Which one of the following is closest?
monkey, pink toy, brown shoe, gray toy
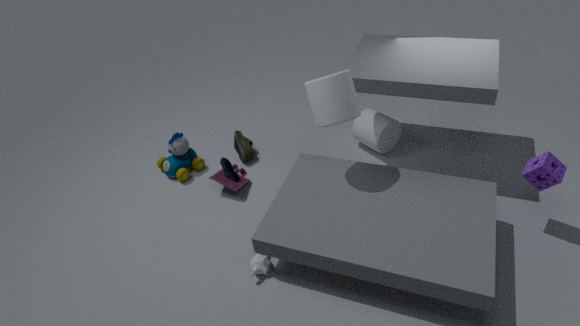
monkey
